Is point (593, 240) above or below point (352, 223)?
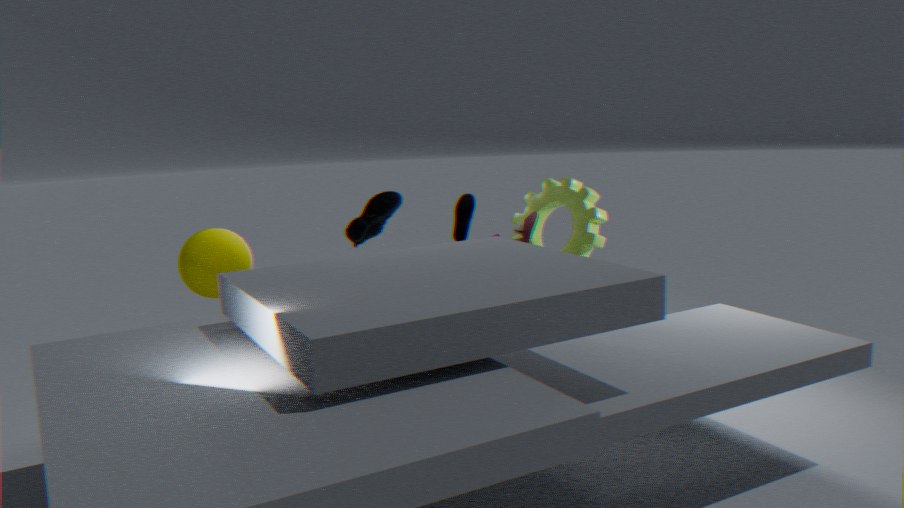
below
